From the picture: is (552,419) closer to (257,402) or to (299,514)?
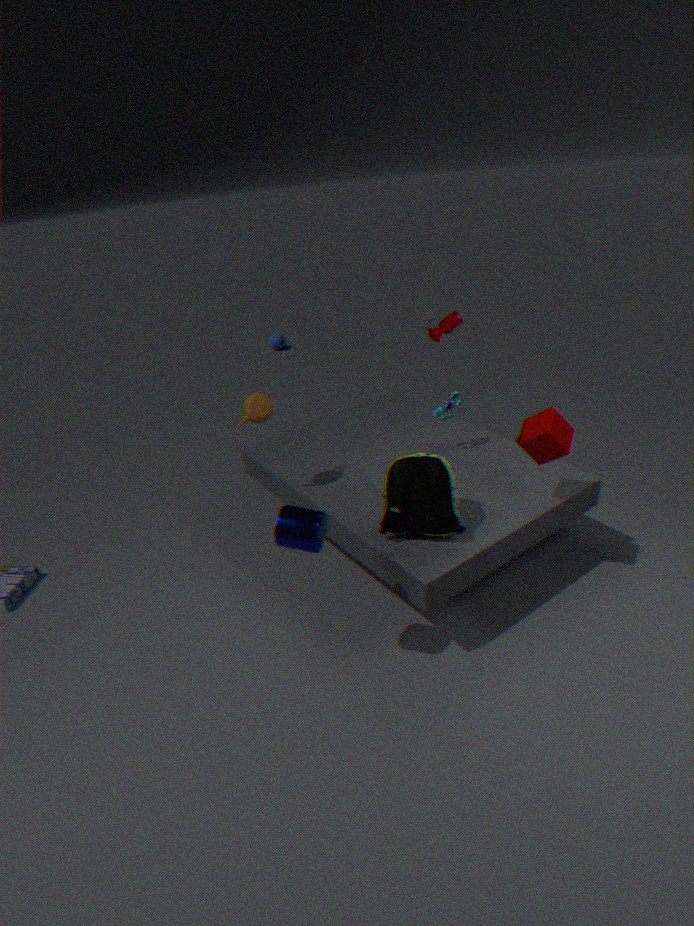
(299,514)
